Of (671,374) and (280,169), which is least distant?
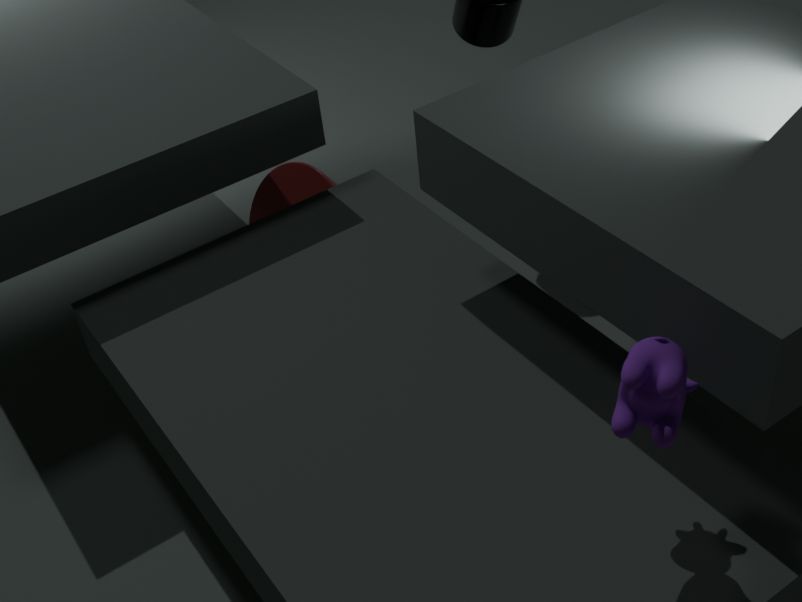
(671,374)
